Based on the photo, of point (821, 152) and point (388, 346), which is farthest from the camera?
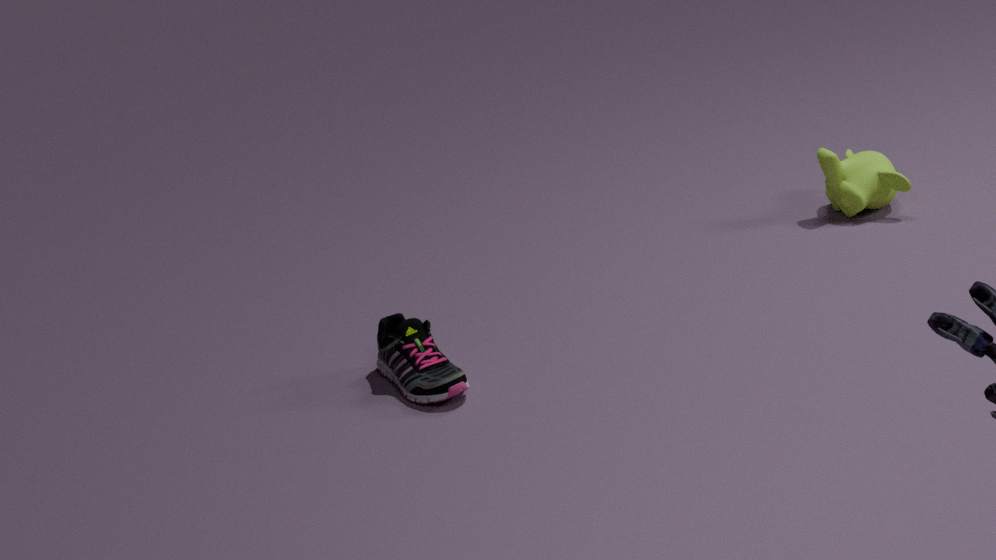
point (821, 152)
